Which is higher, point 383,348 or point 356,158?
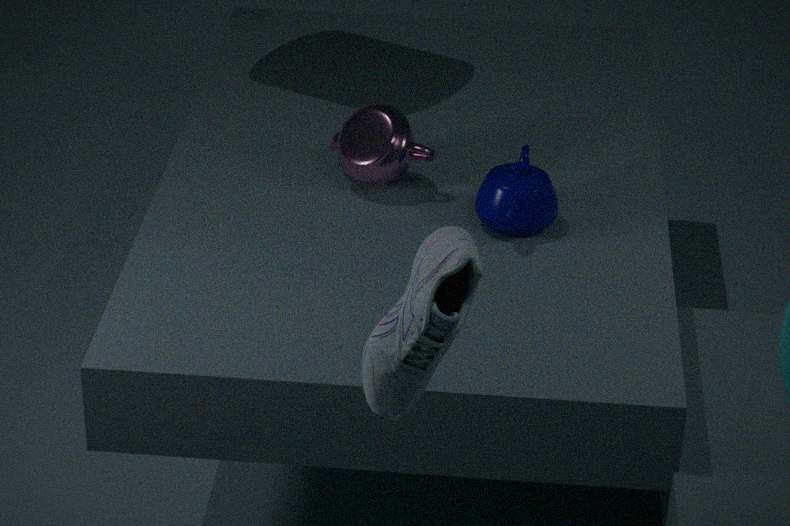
point 383,348
